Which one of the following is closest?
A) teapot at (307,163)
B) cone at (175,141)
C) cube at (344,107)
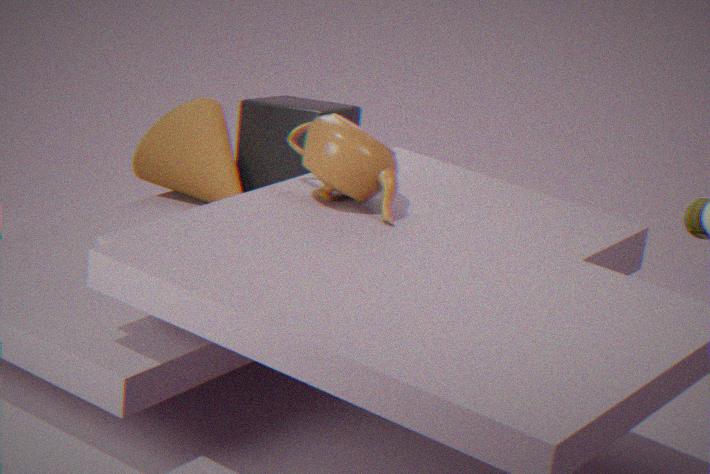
teapot at (307,163)
